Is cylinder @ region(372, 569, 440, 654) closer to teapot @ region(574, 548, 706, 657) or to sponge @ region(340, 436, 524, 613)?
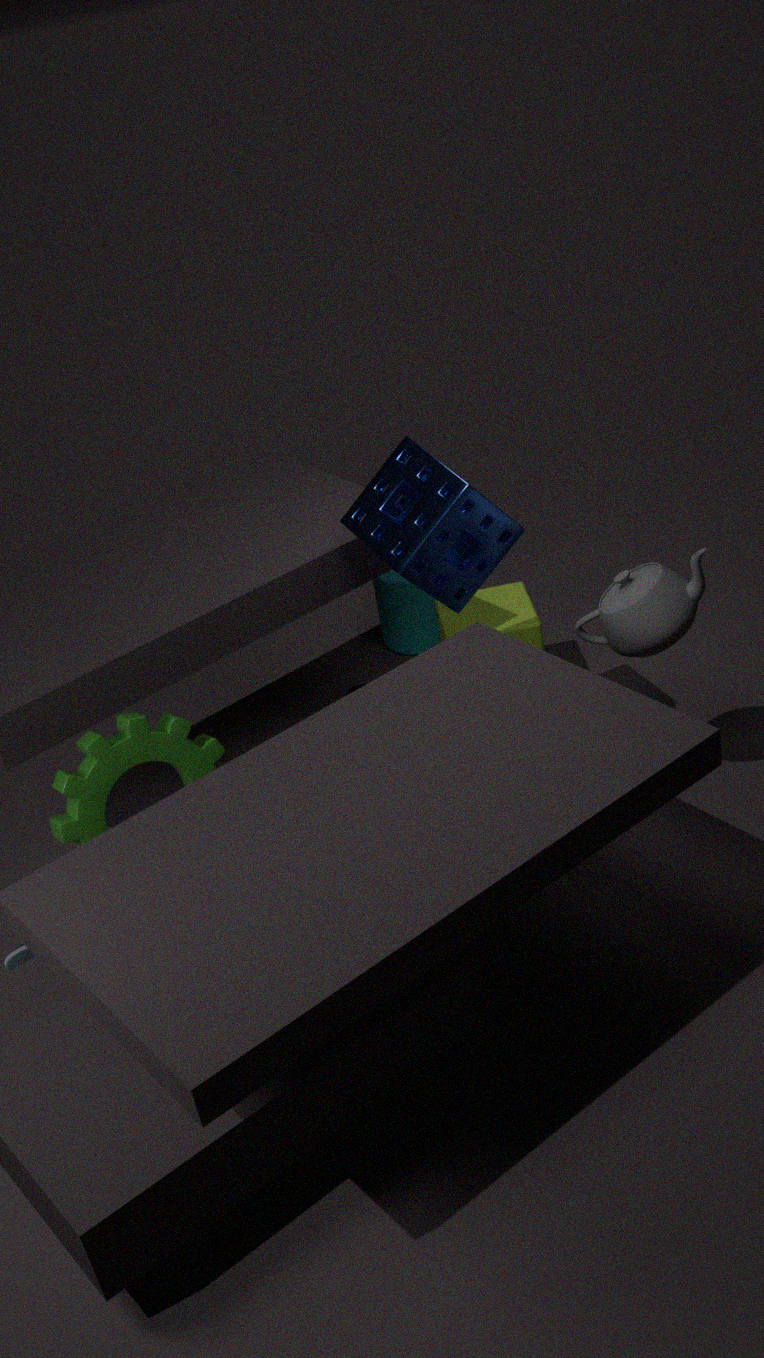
sponge @ region(340, 436, 524, 613)
